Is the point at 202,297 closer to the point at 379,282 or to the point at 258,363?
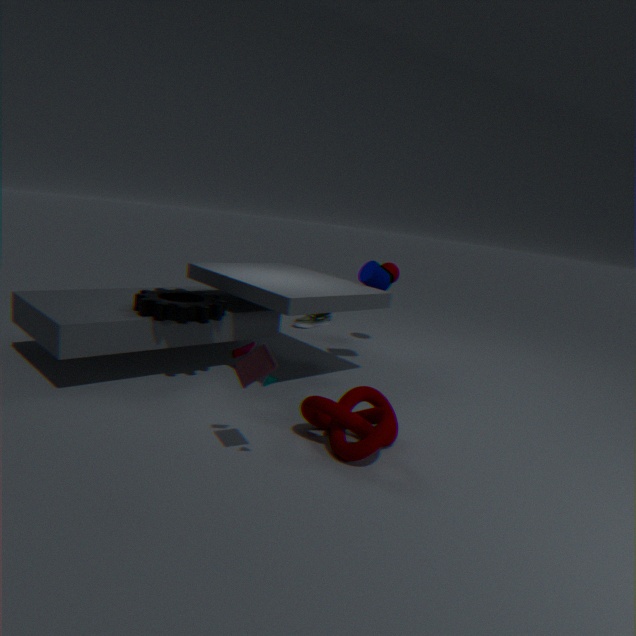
the point at 258,363
